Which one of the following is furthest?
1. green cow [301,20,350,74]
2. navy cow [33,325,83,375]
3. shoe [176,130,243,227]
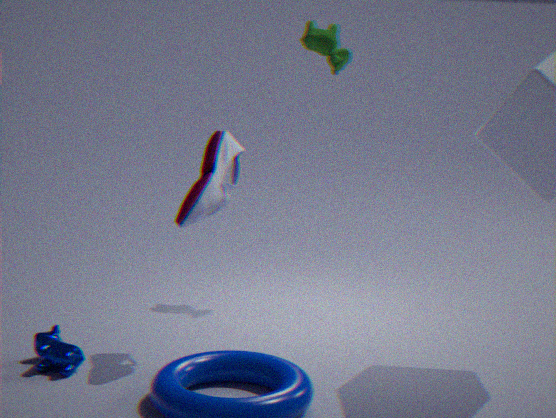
green cow [301,20,350,74]
